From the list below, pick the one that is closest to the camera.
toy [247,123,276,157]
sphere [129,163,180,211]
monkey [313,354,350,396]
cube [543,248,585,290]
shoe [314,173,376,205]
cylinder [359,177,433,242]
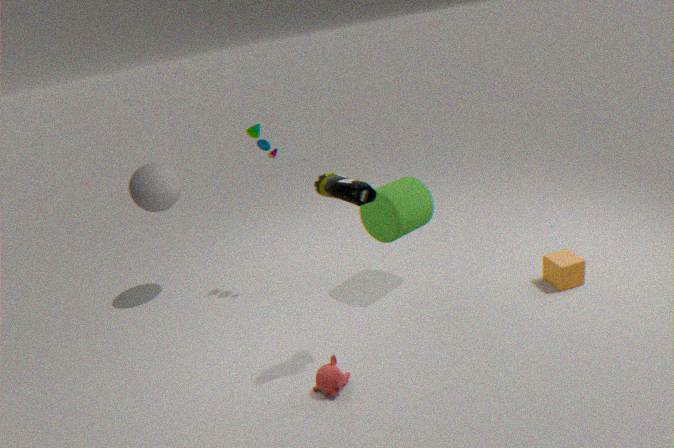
shoe [314,173,376,205]
